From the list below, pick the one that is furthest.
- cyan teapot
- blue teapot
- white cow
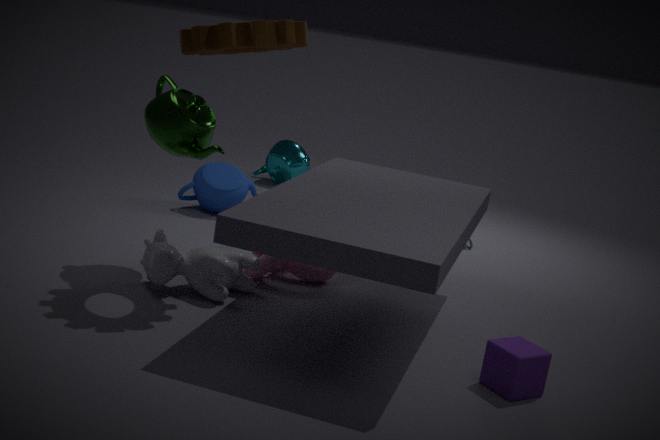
cyan teapot
